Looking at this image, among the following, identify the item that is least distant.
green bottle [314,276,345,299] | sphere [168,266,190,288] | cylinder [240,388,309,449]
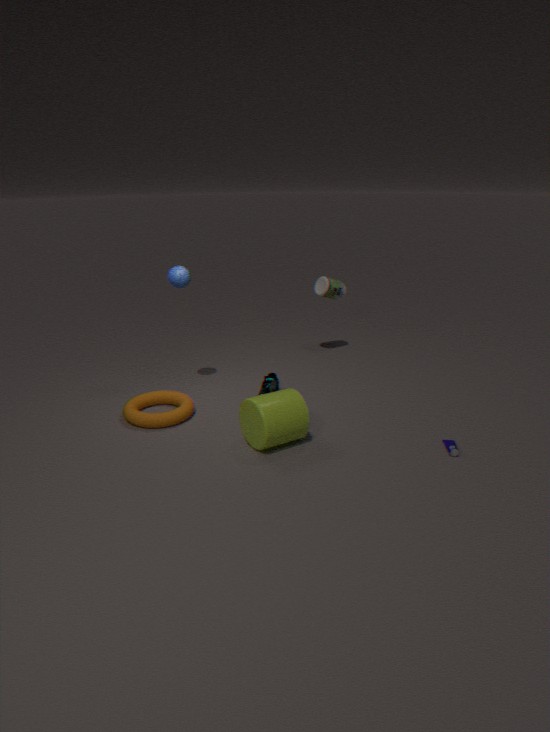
cylinder [240,388,309,449]
